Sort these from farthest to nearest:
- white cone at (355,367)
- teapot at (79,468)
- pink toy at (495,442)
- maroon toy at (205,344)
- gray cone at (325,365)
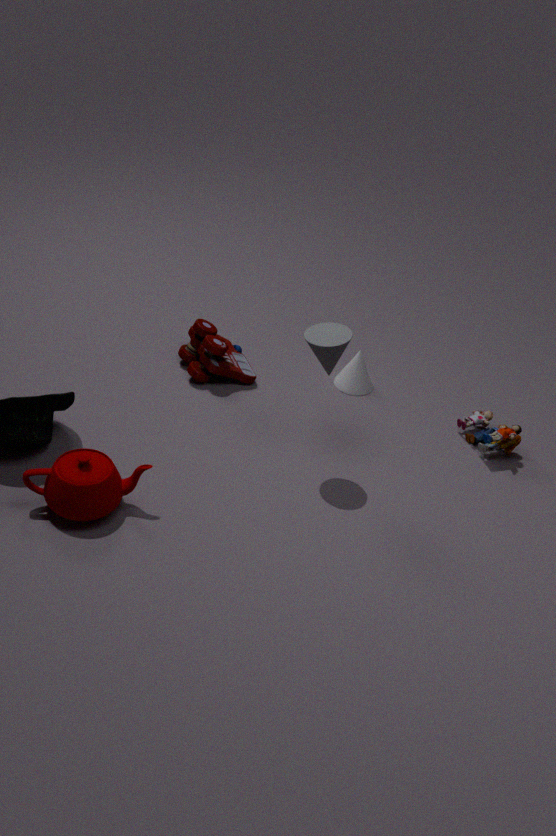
white cone at (355,367)
maroon toy at (205,344)
pink toy at (495,442)
gray cone at (325,365)
teapot at (79,468)
